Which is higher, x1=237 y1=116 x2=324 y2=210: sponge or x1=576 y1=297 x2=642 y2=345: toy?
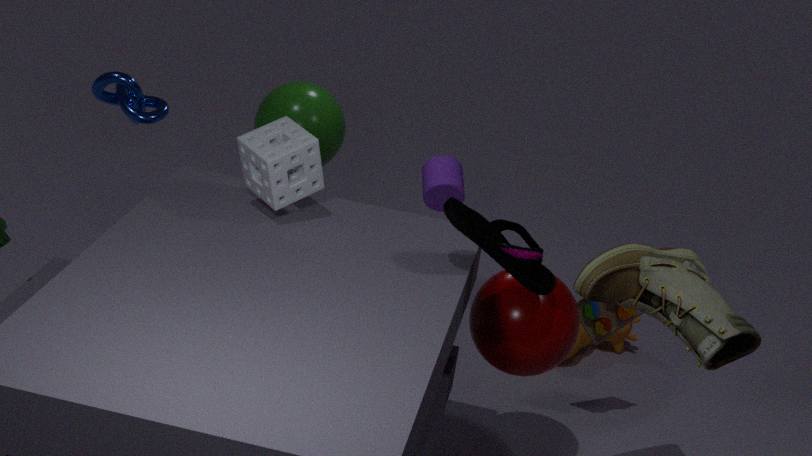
x1=237 y1=116 x2=324 y2=210: sponge
